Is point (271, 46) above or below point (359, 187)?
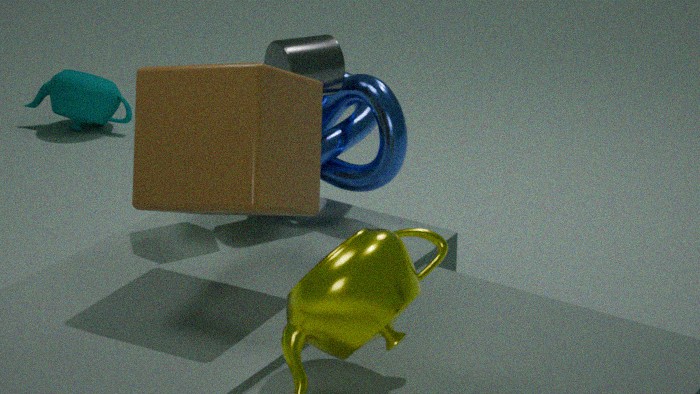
above
